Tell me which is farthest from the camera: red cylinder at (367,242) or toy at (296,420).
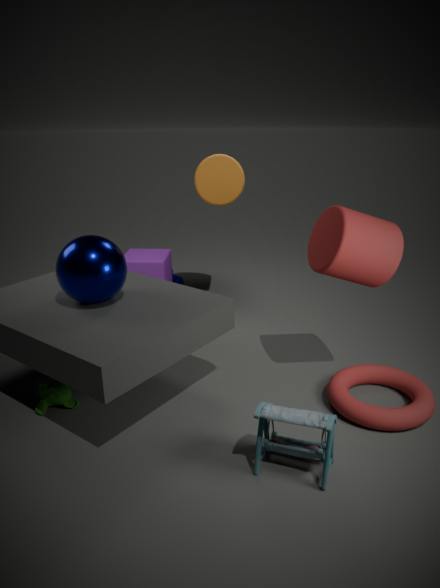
red cylinder at (367,242)
